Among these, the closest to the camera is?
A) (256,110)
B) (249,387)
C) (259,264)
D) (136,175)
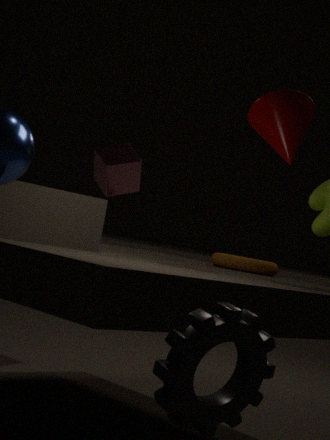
(249,387)
